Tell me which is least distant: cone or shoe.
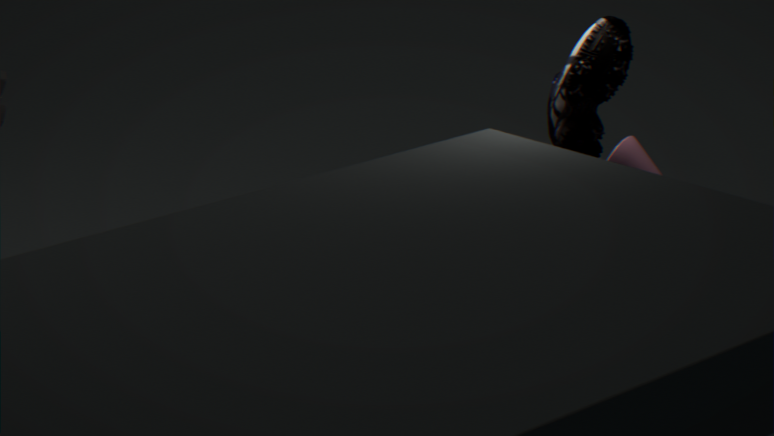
cone
